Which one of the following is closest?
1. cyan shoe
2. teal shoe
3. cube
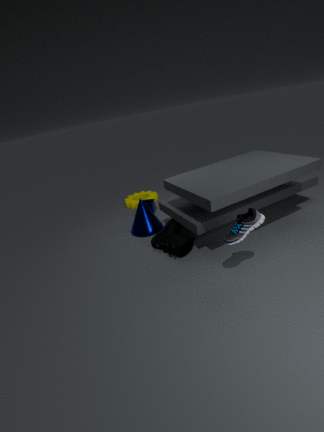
cyan shoe
